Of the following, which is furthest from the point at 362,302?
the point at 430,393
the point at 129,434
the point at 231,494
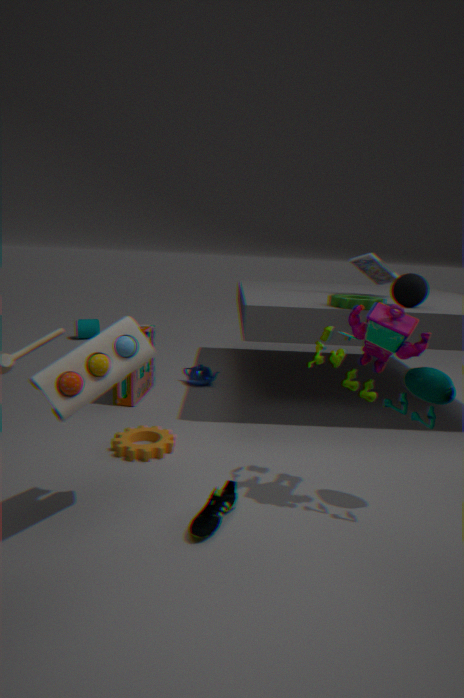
the point at 231,494
